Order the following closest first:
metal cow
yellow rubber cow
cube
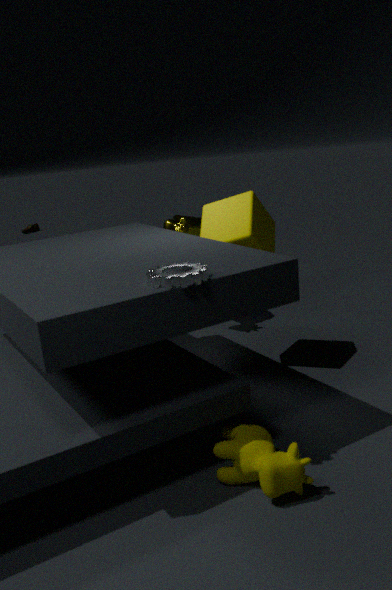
yellow rubber cow < cube < metal cow
